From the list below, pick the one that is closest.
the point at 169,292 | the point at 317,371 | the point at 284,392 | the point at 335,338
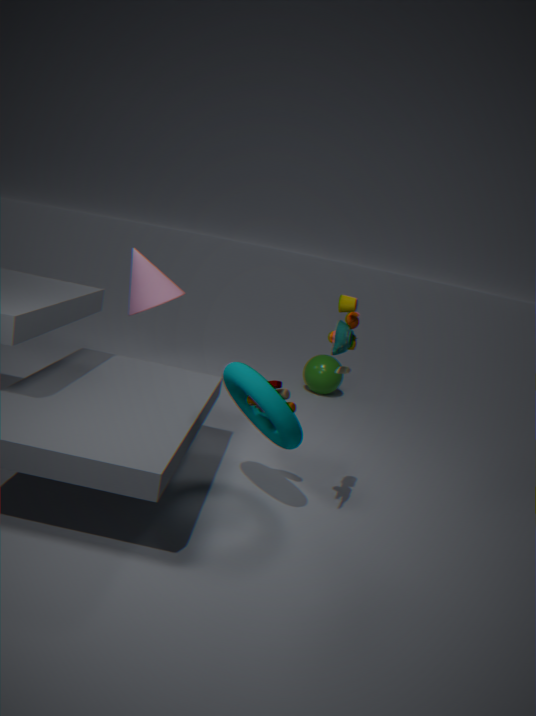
the point at 335,338
